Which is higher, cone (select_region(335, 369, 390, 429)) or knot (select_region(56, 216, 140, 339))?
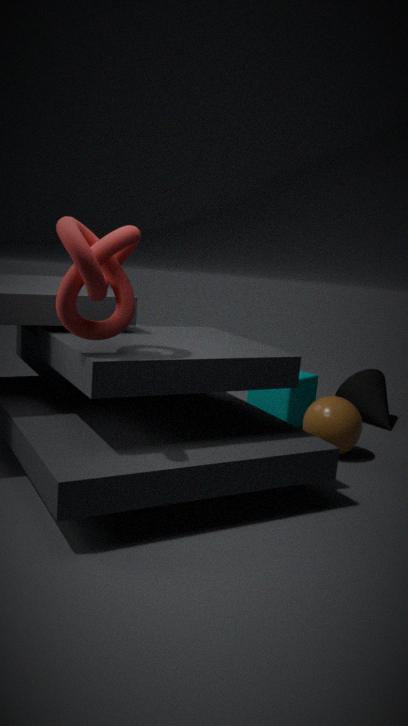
knot (select_region(56, 216, 140, 339))
